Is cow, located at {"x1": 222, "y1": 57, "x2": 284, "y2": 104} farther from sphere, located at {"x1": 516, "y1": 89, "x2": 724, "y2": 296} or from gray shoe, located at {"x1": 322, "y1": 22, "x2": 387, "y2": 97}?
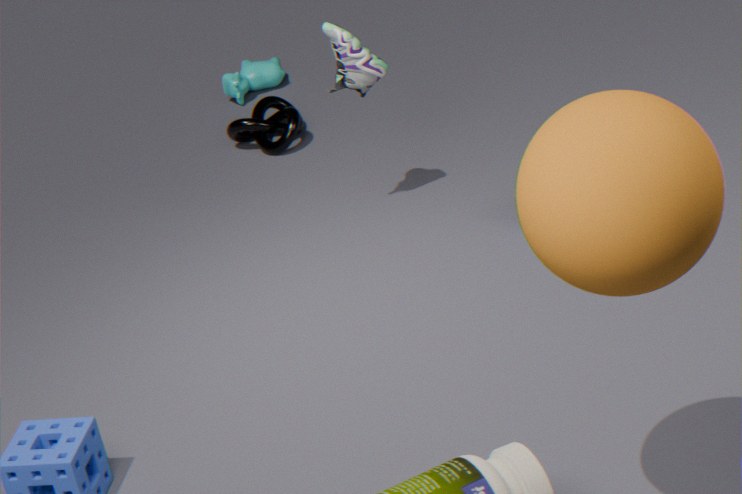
sphere, located at {"x1": 516, "y1": 89, "x2": 724, "y2": 296}
